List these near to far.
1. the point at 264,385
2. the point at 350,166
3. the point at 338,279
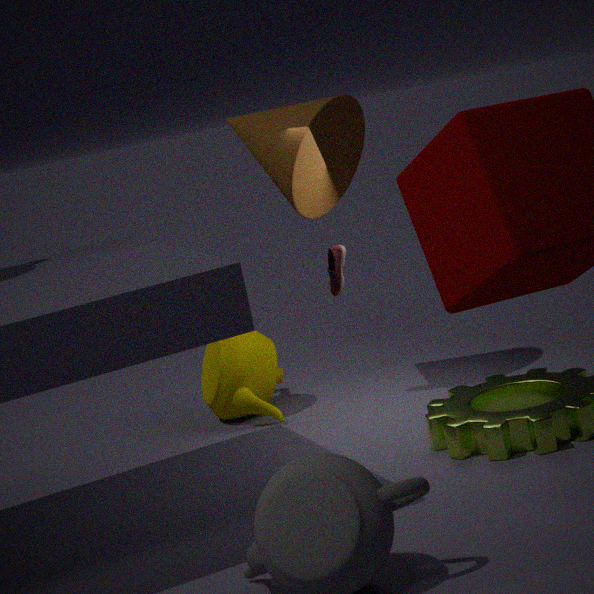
the point at 338,279
the point at 264,385
the point at 350,166
